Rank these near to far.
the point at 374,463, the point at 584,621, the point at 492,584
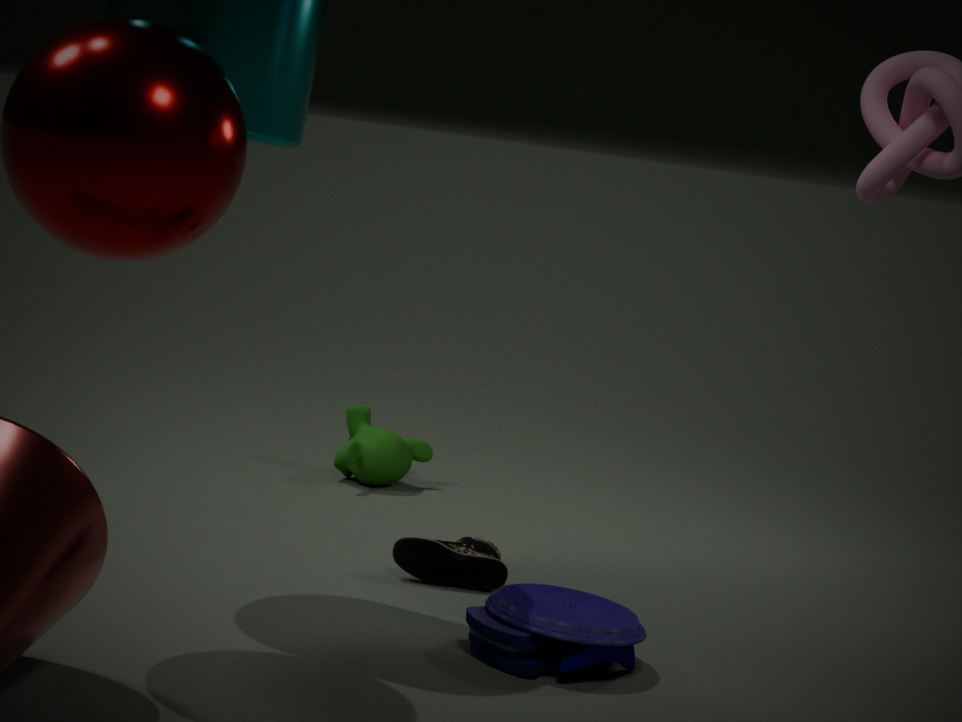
the point at 584,621 → the point at 492,584 → the point at 374,463
